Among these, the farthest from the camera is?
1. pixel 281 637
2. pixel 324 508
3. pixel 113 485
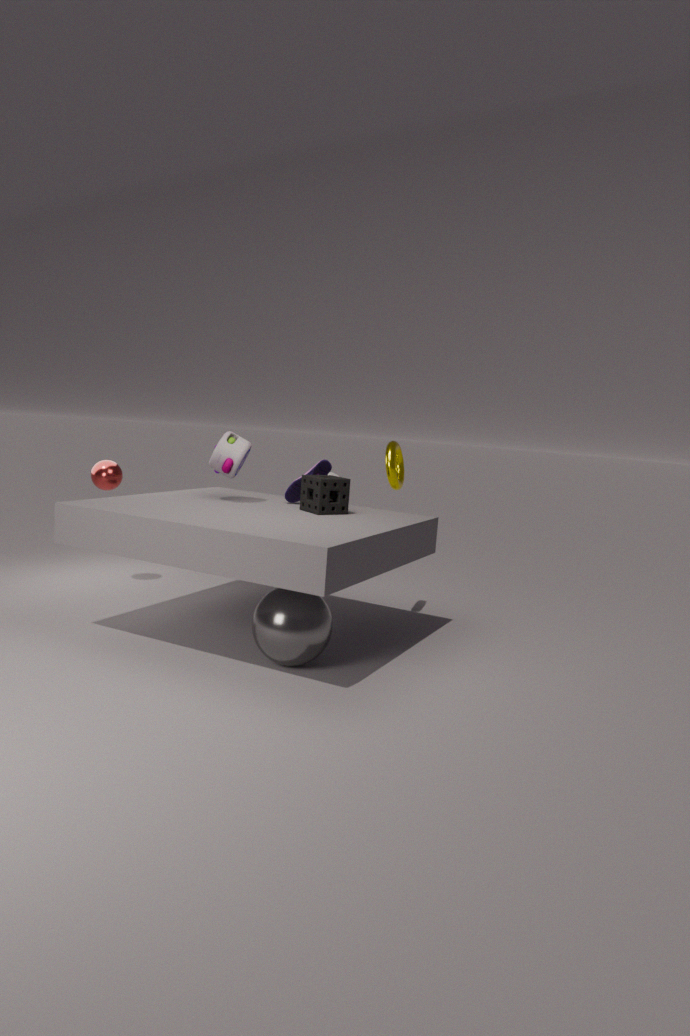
pixel 113 485
